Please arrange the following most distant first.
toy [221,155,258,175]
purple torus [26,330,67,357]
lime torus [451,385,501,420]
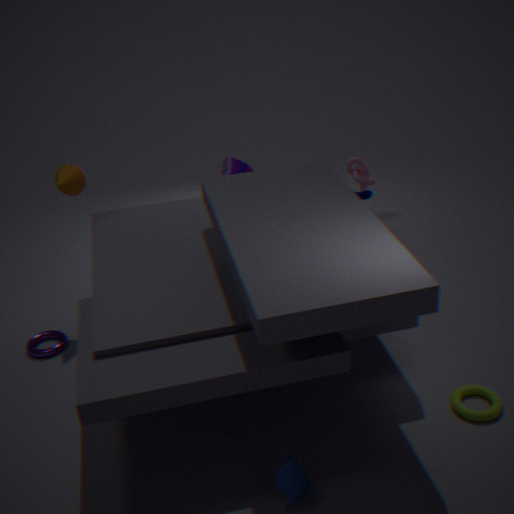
toy [221,155,258,175] < purple torus [26,330,67,357] < lime torus [451,385,501,420]
